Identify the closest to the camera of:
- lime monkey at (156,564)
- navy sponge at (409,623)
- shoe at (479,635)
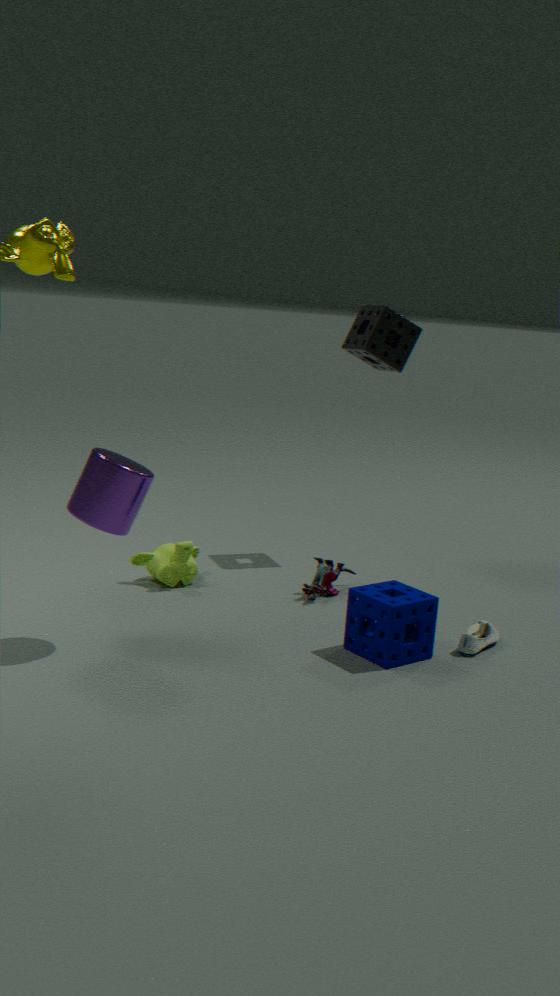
navy sponge at (409,623)
